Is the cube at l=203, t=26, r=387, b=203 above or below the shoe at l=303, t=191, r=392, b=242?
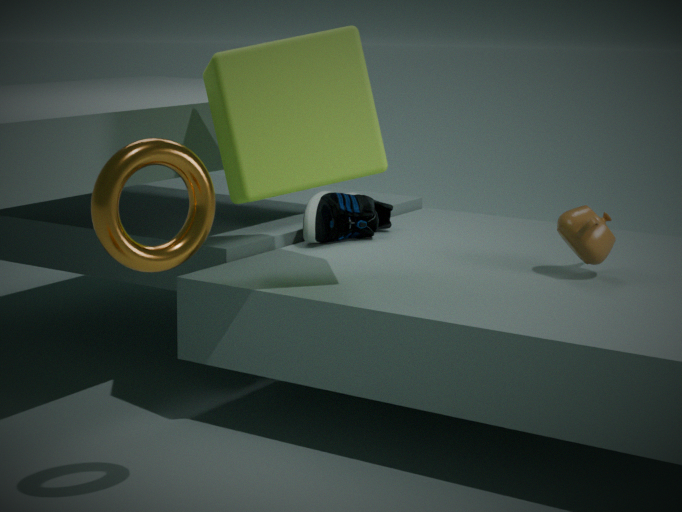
above
